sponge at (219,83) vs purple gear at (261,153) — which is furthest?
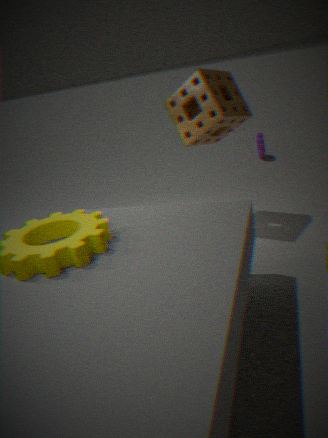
purple gear at (261,153)
